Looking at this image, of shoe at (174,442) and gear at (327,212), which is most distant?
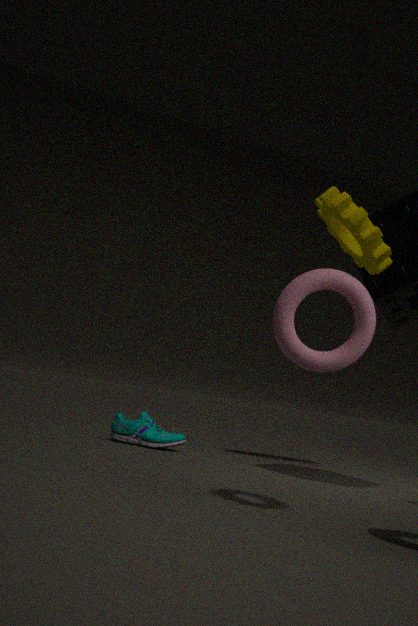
shoe at (174,442)
